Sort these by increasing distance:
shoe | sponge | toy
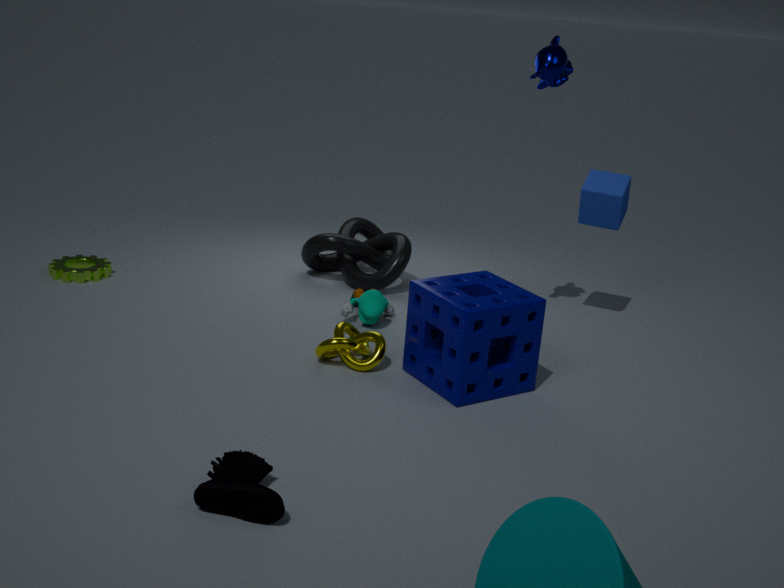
shoe → sponge → toy
